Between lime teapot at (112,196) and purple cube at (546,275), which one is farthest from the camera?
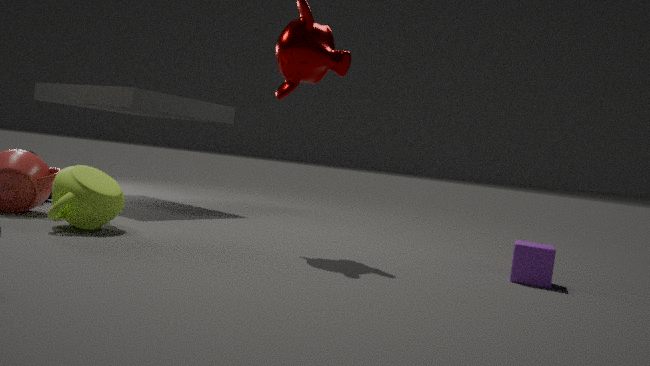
purple cube at (546,275)
